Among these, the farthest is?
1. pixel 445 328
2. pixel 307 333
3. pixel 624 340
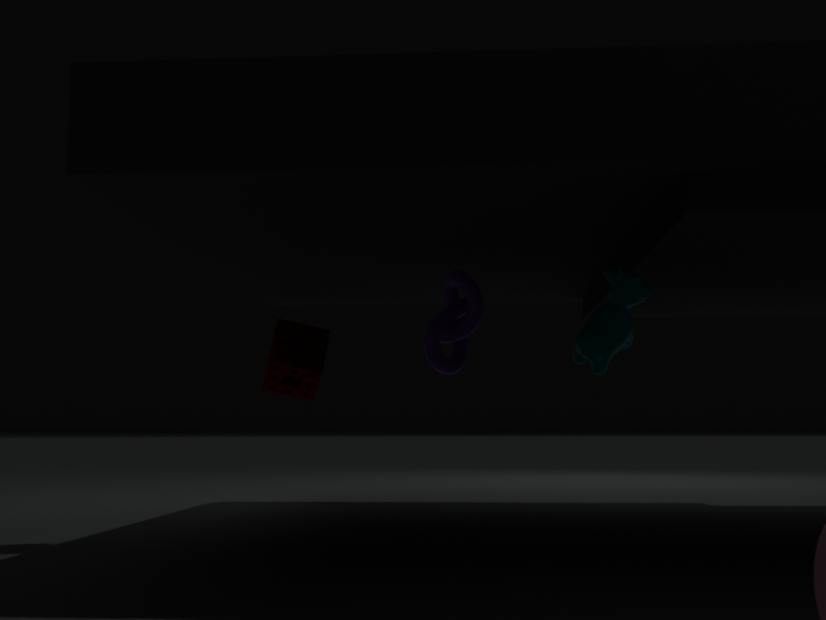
pixel 307 333
